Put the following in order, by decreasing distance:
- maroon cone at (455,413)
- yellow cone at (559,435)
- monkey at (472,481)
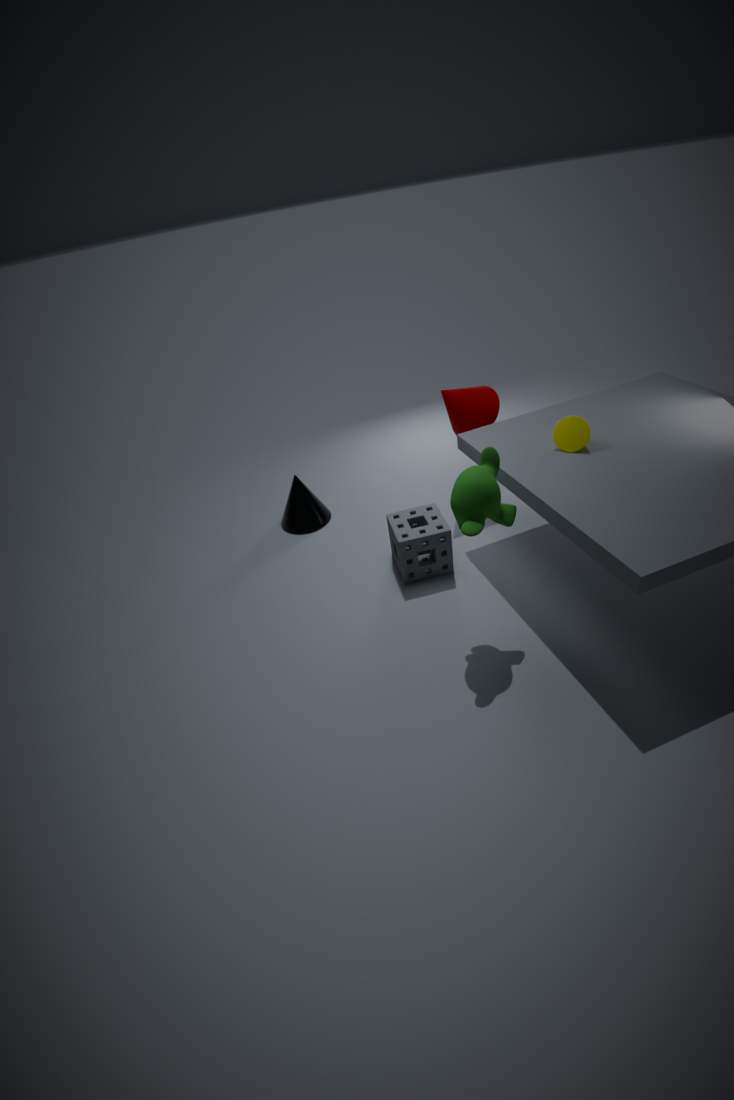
maroon cone at (455,413) < yellow cone at (559,435) < monkey at (472,481)
